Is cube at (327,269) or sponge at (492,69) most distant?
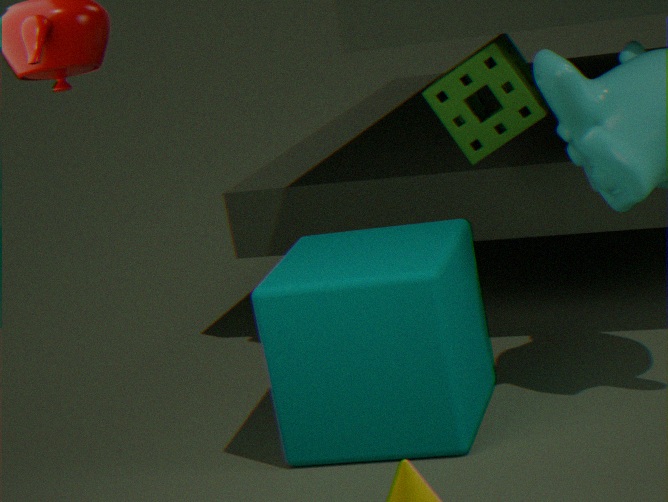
sponge at (492,69)
